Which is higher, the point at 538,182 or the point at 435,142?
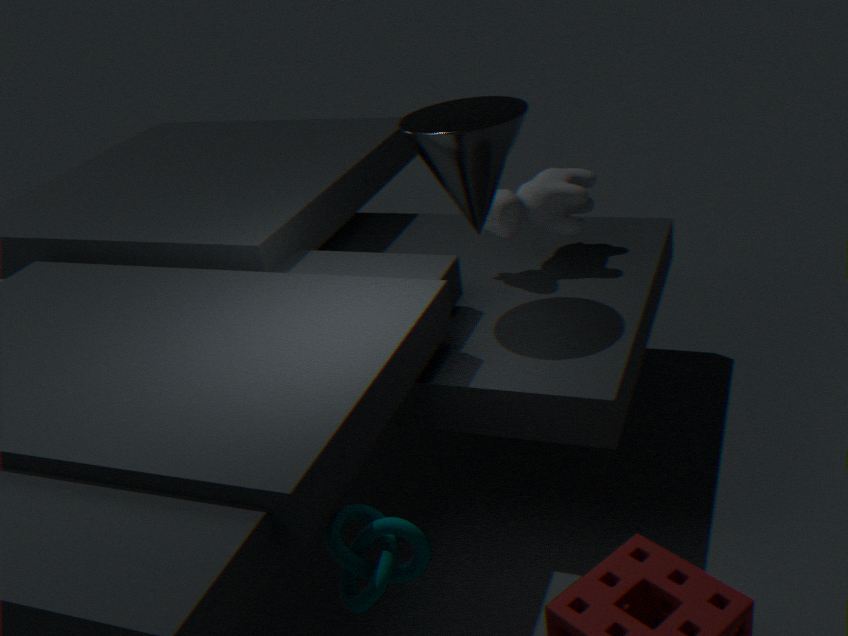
the point at 435,142
